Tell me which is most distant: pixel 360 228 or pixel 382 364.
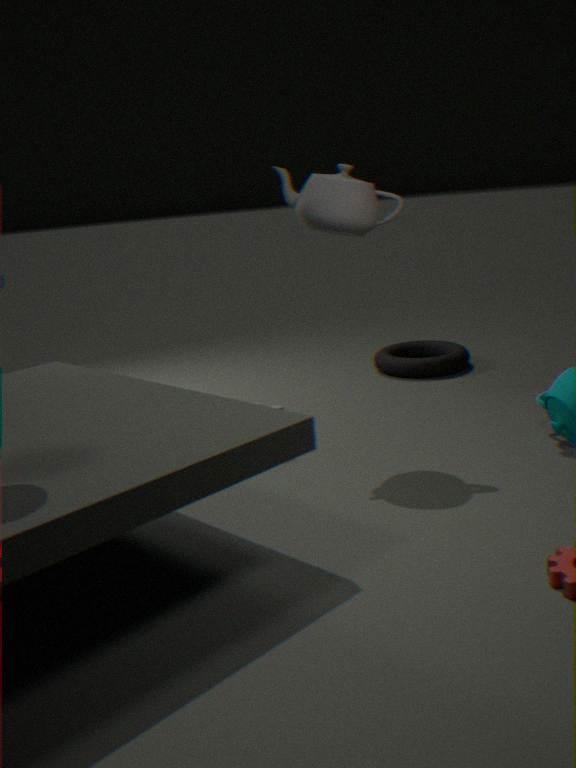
pixel 382 364
